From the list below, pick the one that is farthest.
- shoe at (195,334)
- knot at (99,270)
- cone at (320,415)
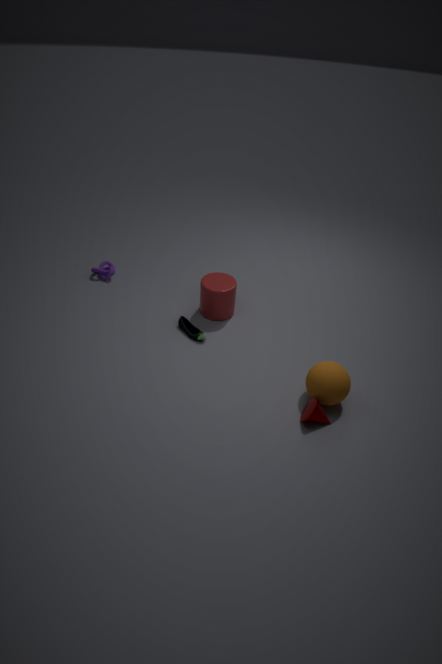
knot at (99,270)
